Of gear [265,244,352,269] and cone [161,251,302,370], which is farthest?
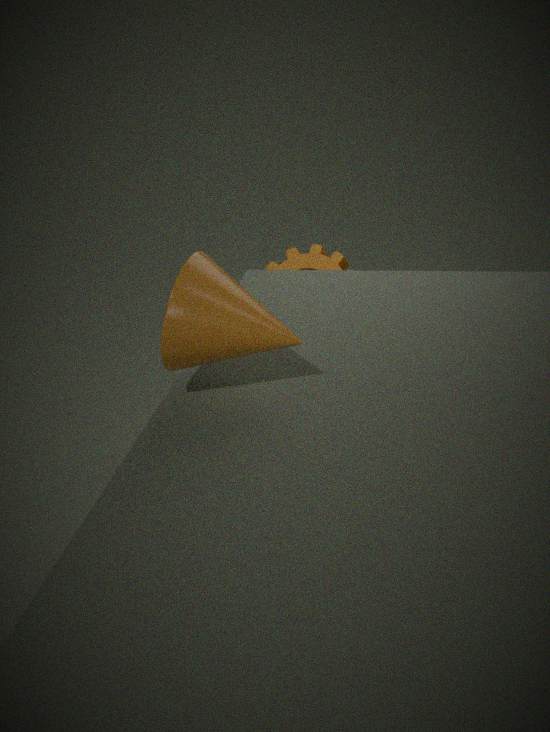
gear [265,244,352,269]
